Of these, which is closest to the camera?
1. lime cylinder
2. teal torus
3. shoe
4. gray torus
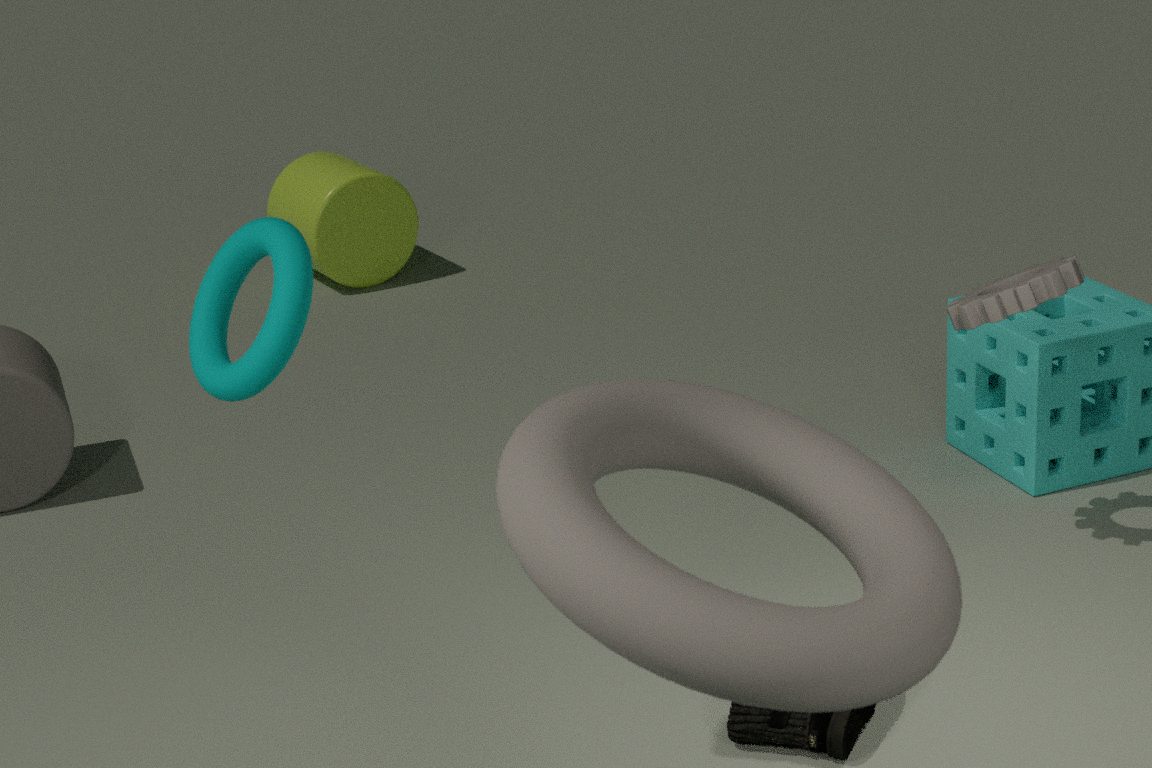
gray torus
